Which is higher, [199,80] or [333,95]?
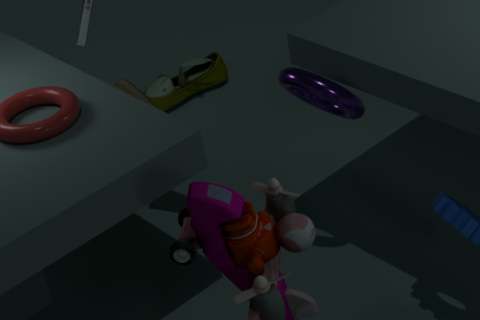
[333,95]
